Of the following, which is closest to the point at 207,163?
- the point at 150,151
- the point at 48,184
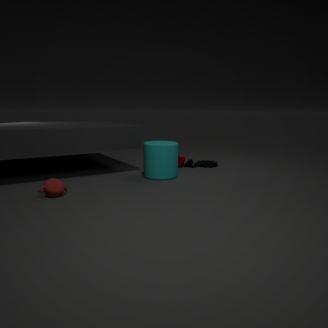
the point at 150,151
